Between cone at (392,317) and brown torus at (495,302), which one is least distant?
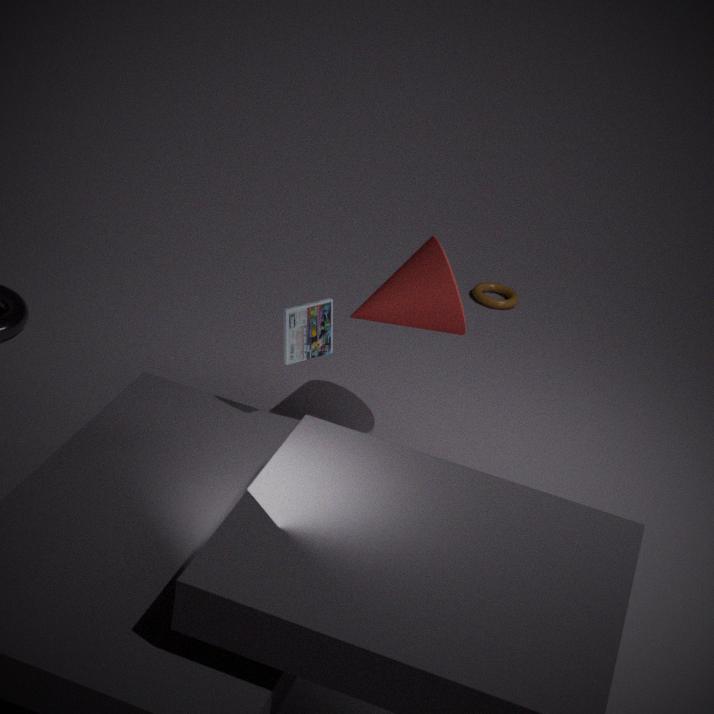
cone at (392,317)
